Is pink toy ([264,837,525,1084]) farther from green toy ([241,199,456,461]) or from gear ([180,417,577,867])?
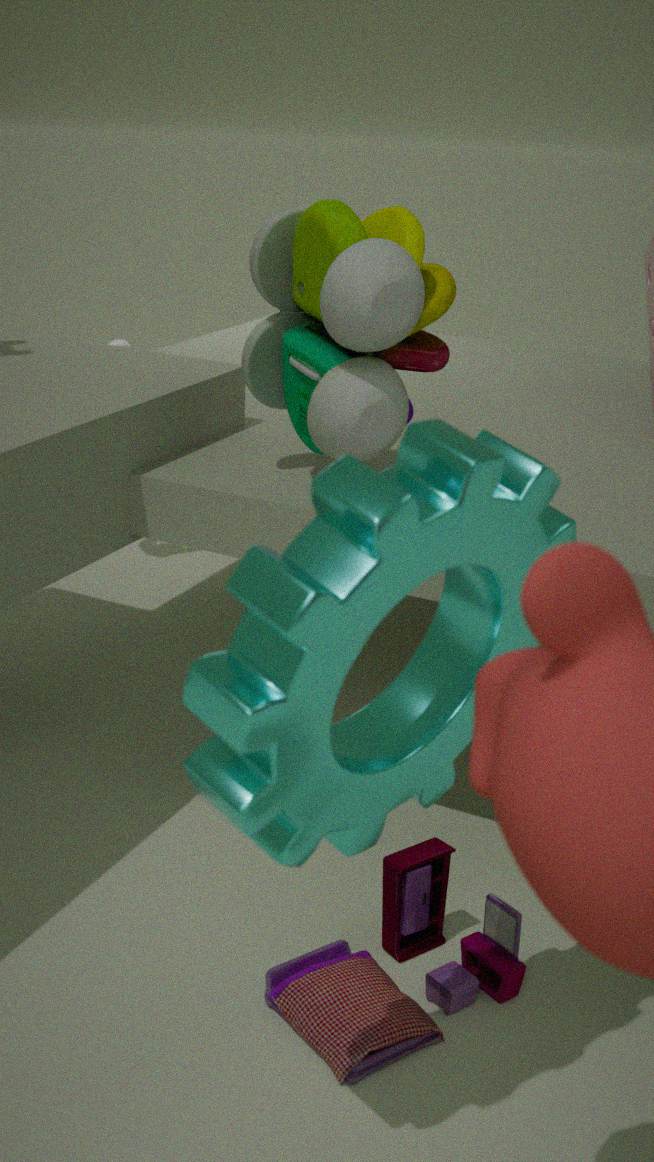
green toy ([241,199,456,461])
